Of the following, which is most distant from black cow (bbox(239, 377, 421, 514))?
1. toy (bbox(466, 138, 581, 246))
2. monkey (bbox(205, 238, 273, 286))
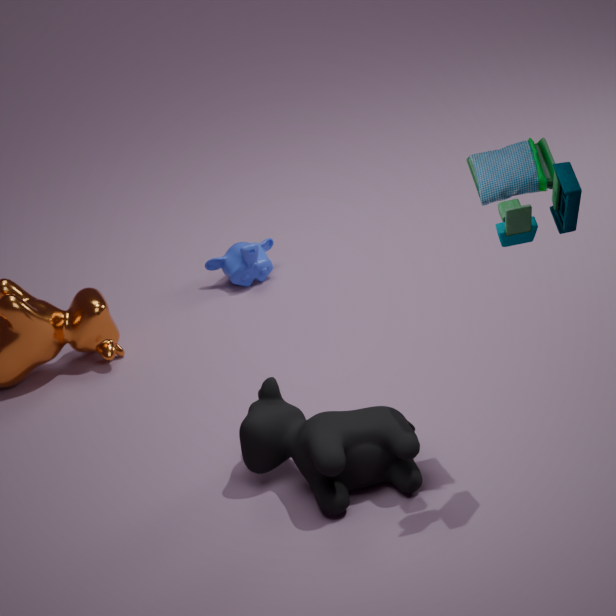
monkey (bbox(205, 238, 273, 286))
